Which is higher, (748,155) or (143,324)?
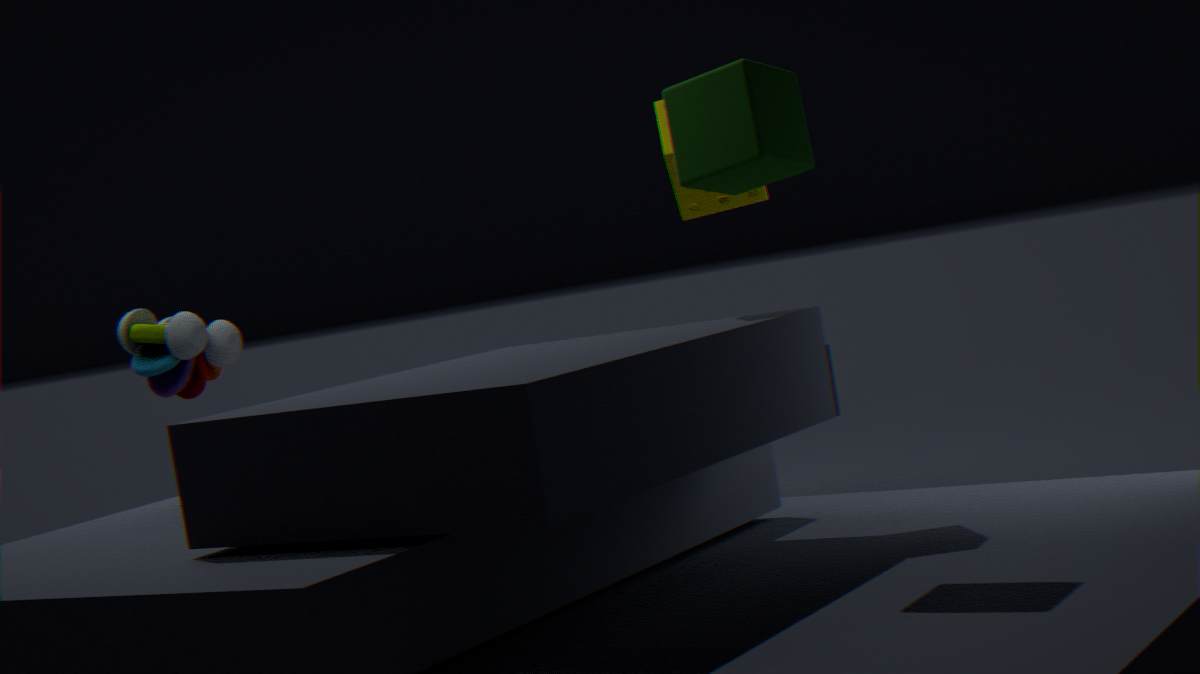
(748,155)
